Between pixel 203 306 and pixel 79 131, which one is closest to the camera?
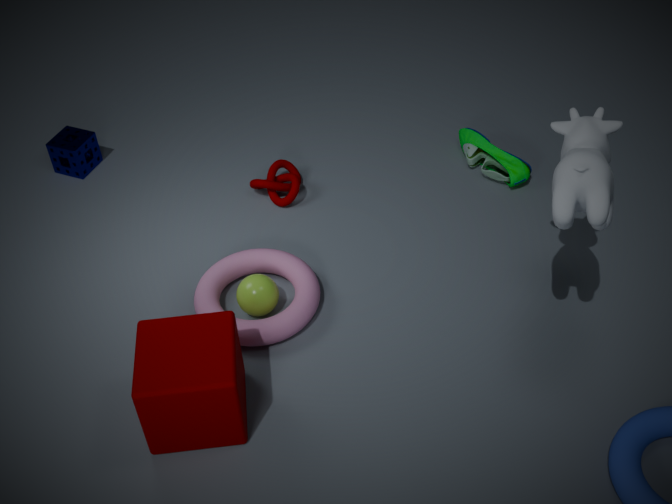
pixel 203 306
